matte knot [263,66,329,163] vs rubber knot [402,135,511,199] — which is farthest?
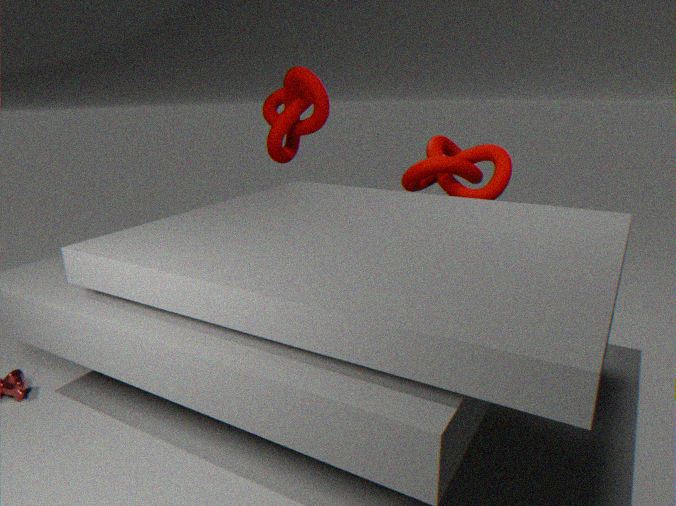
matte knot [263,66,329,163]
